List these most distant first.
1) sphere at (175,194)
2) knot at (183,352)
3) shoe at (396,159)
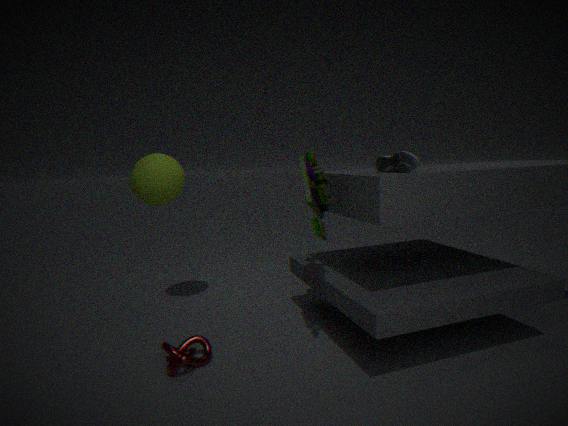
1. sphere at (175,194)
2. knot at (183,352)
3. shoe at (396,159)
